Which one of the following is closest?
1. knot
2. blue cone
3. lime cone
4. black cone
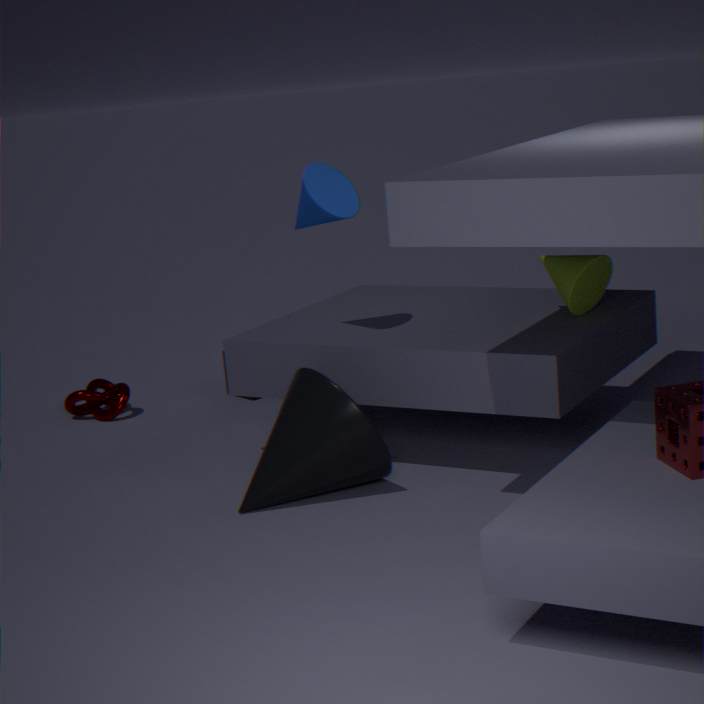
black cone
